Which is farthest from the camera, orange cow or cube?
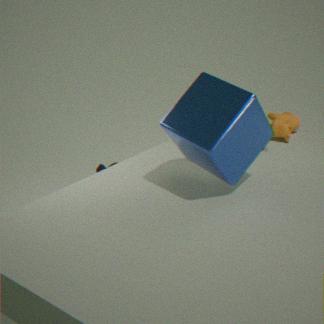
orange cow
